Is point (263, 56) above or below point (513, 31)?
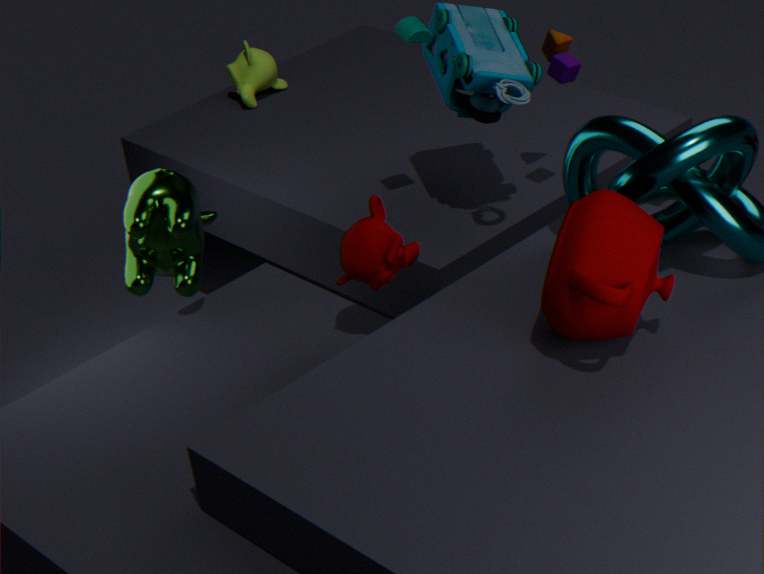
below
